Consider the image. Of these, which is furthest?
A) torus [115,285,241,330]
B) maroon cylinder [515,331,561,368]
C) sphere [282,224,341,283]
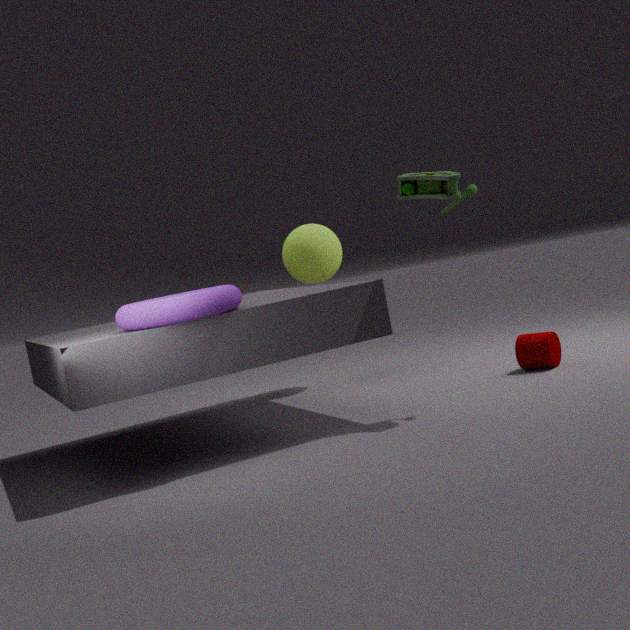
sphere [282,224,341,283]
